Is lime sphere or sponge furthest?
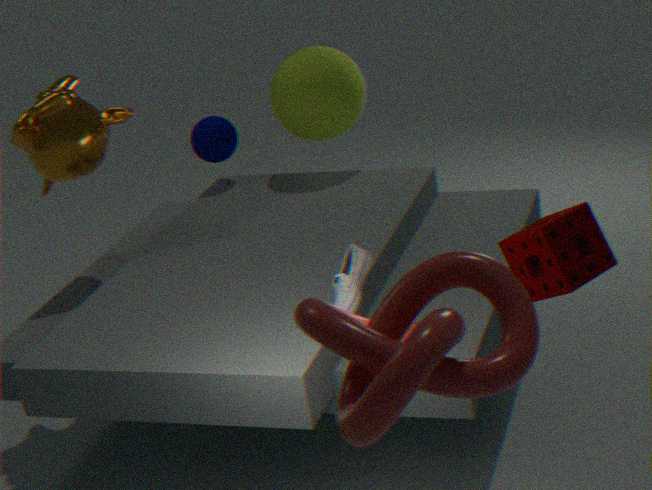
lime sphere
